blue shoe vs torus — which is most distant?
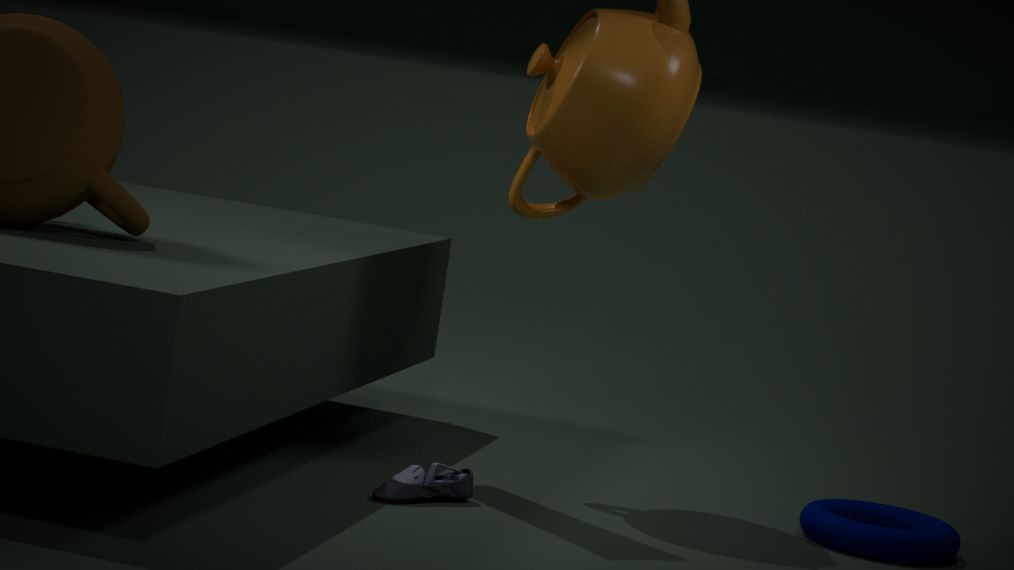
torus
